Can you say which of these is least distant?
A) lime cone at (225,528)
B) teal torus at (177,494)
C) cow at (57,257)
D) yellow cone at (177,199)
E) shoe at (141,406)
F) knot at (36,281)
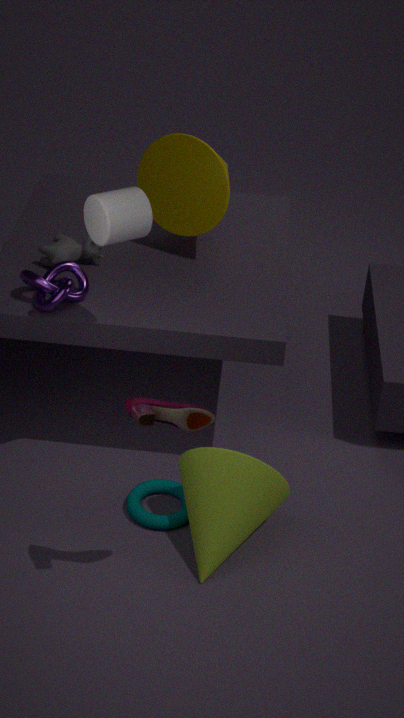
E. shoe at (141,406)
